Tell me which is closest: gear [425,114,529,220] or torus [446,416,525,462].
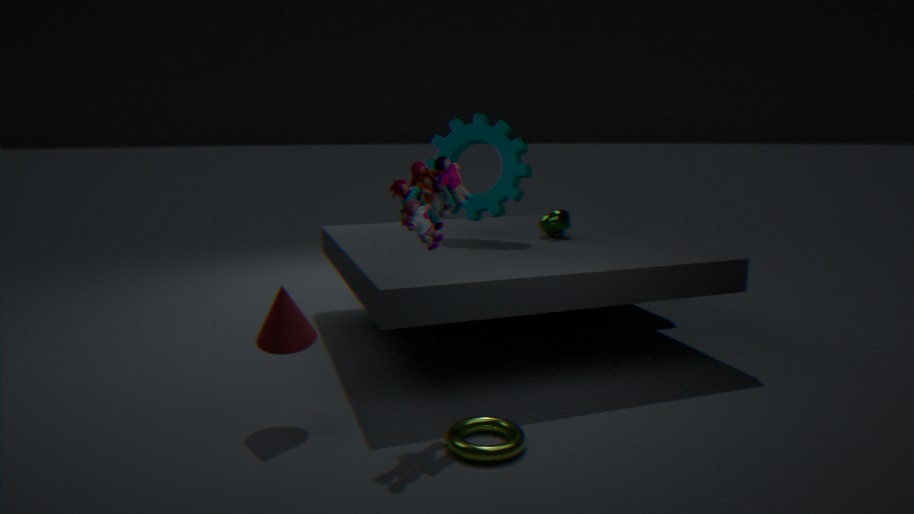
torus [446,416,525,462]
